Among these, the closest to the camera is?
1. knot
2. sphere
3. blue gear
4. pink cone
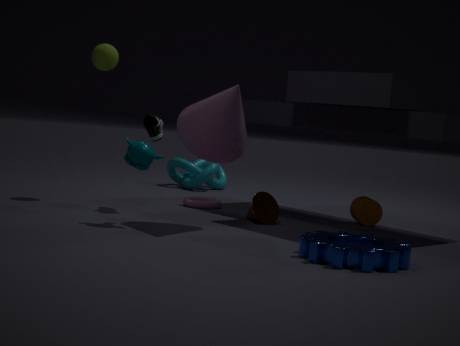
blue gear
